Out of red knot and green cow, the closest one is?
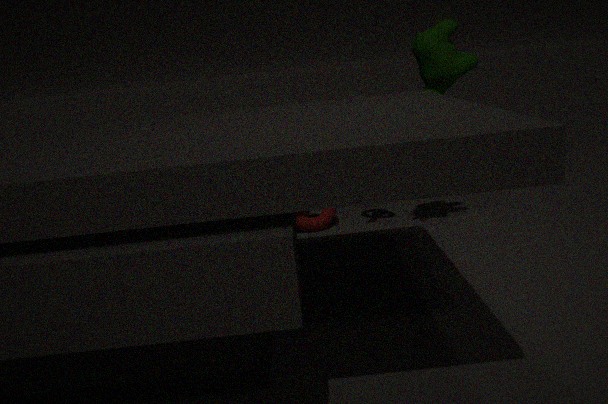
green cow
